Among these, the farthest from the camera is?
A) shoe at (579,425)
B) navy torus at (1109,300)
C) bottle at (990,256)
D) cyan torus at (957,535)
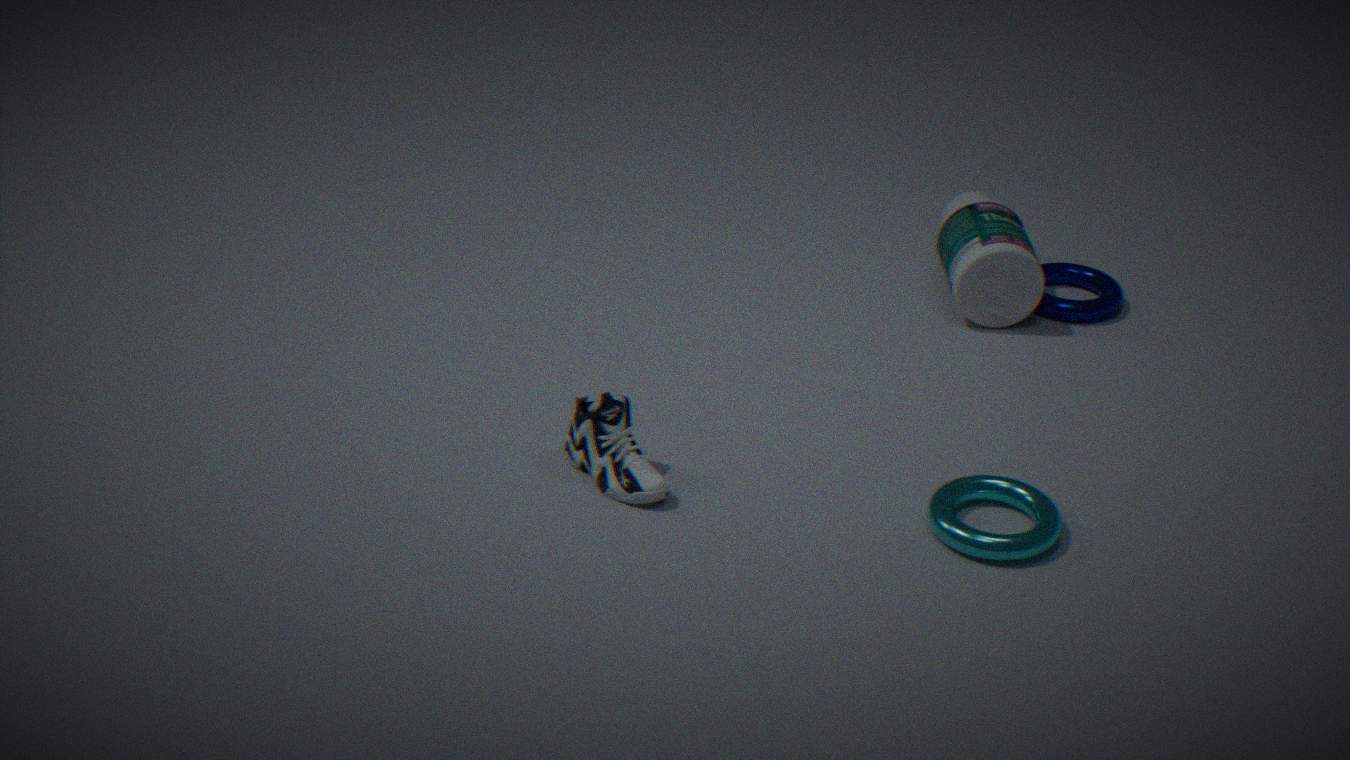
navy torus at (1109,300)
